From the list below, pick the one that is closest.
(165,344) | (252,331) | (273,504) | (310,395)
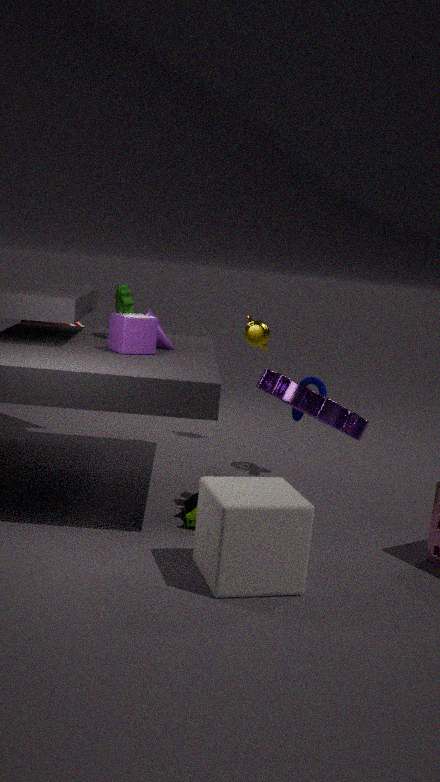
(273,504)
